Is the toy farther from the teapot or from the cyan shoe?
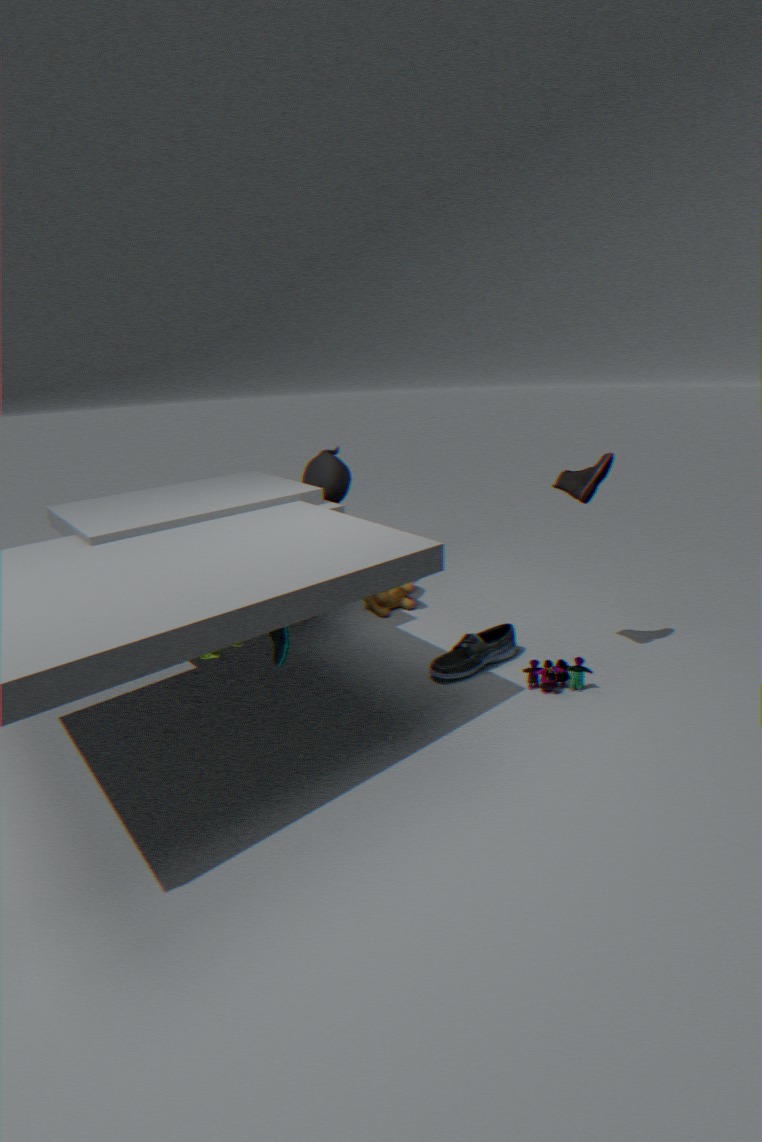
the teapot
